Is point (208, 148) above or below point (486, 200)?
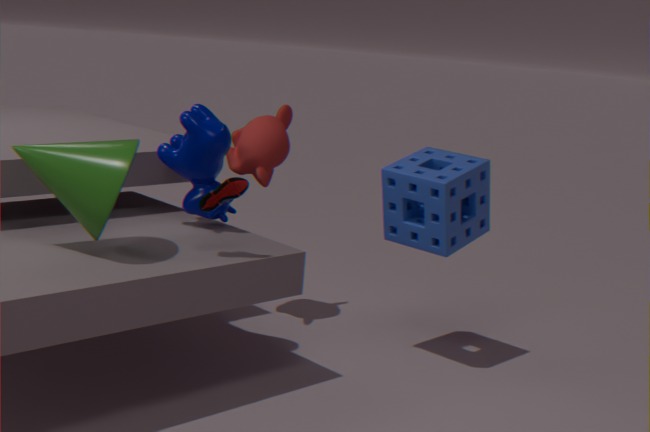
above
